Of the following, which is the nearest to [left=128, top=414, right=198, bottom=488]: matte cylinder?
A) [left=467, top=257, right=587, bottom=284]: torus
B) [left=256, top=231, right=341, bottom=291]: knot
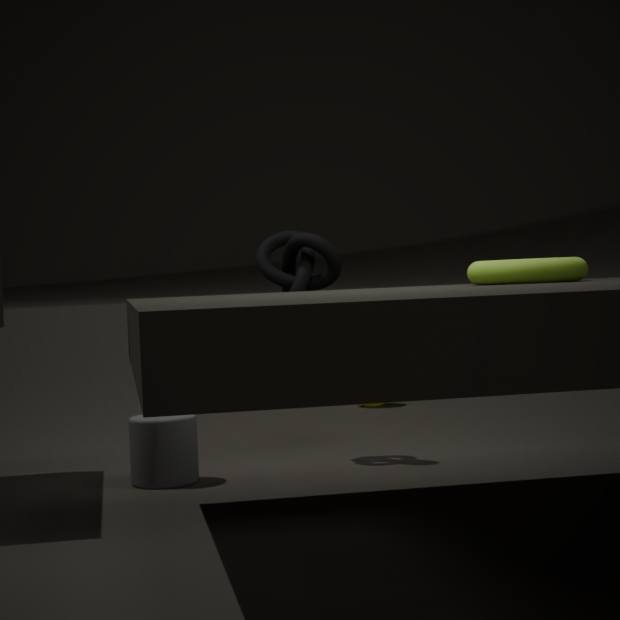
[left=256, top=231, right=341, bottom=291]: knot
